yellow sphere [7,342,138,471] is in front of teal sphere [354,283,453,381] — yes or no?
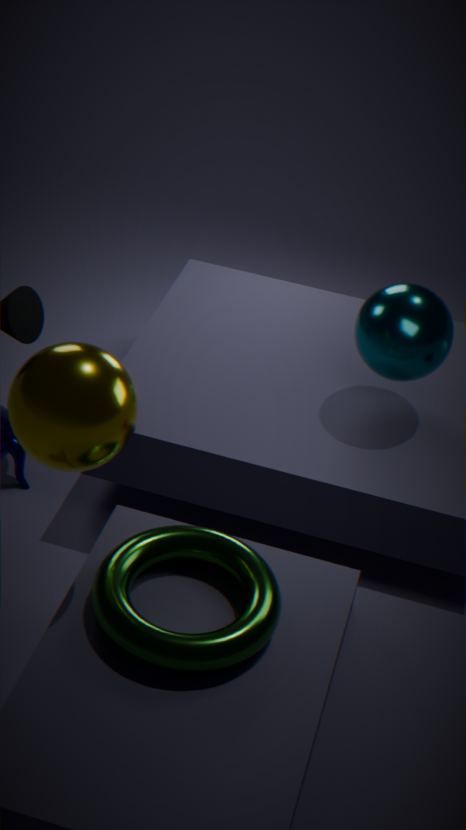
Yes
